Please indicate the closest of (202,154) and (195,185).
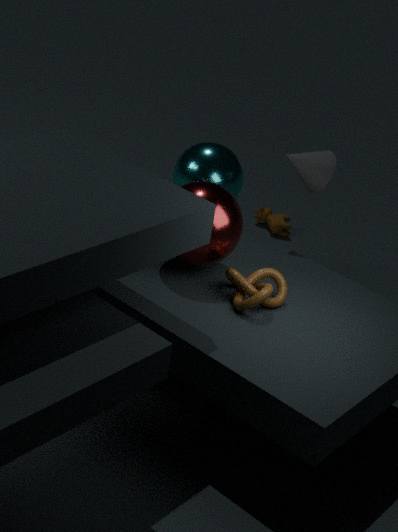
(195,185)
